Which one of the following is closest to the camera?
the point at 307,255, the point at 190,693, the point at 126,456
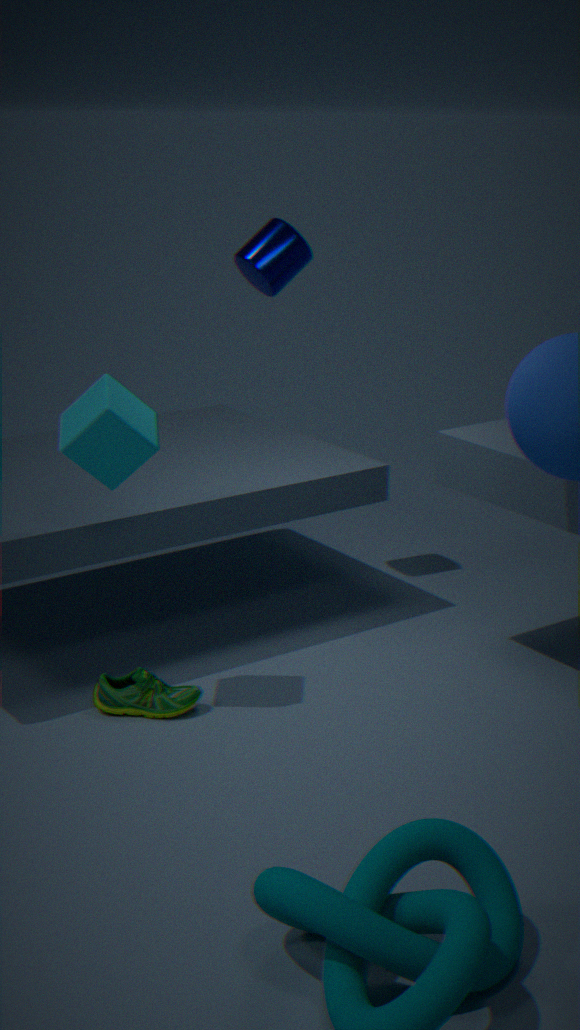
the point at 126,456
